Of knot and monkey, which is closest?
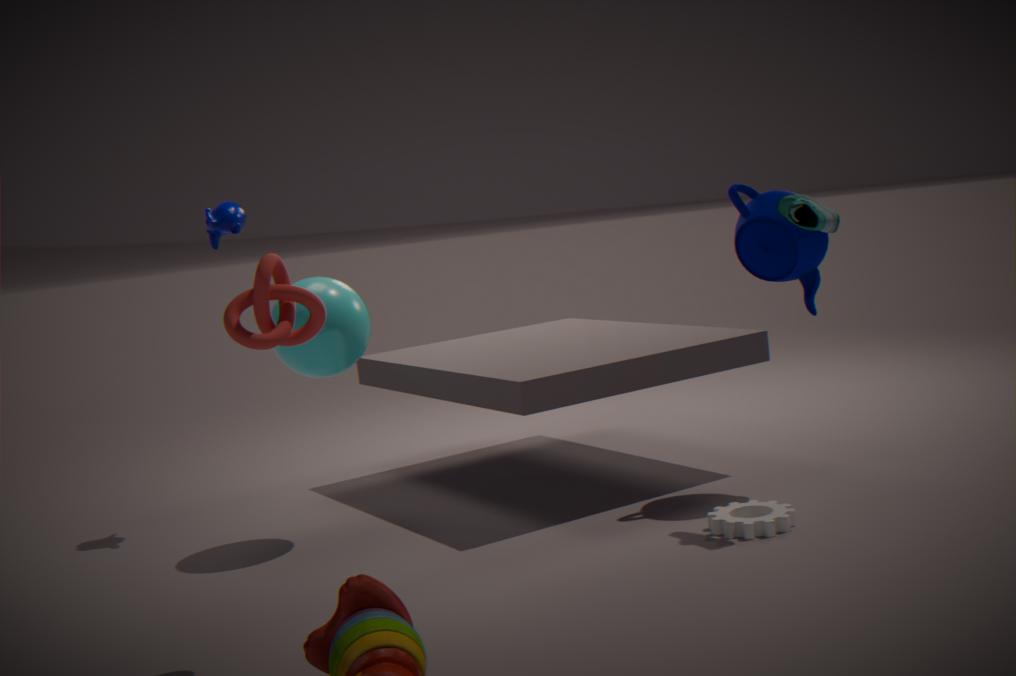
knot
